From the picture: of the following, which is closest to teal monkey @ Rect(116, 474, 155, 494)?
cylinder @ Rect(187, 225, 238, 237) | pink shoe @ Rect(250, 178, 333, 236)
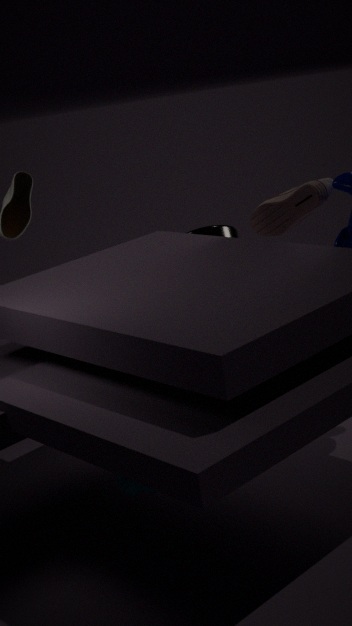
pink shoe @ Rect(250, 178, 333, 236)
